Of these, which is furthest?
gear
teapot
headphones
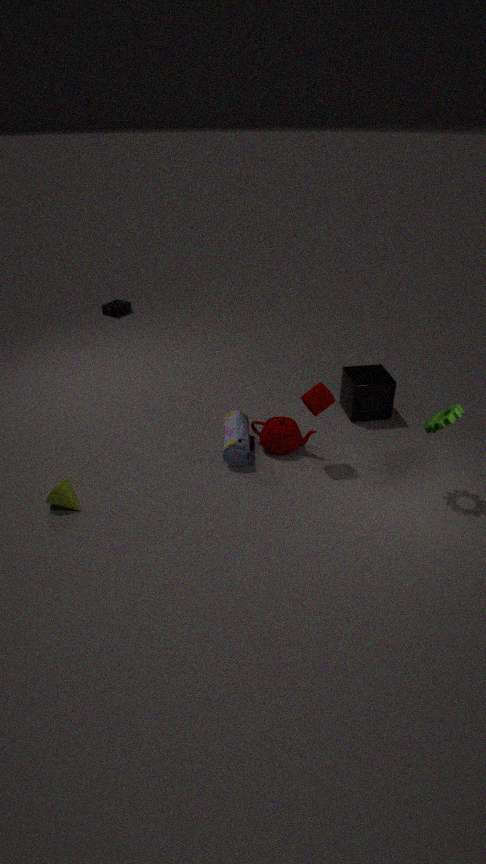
headphones
